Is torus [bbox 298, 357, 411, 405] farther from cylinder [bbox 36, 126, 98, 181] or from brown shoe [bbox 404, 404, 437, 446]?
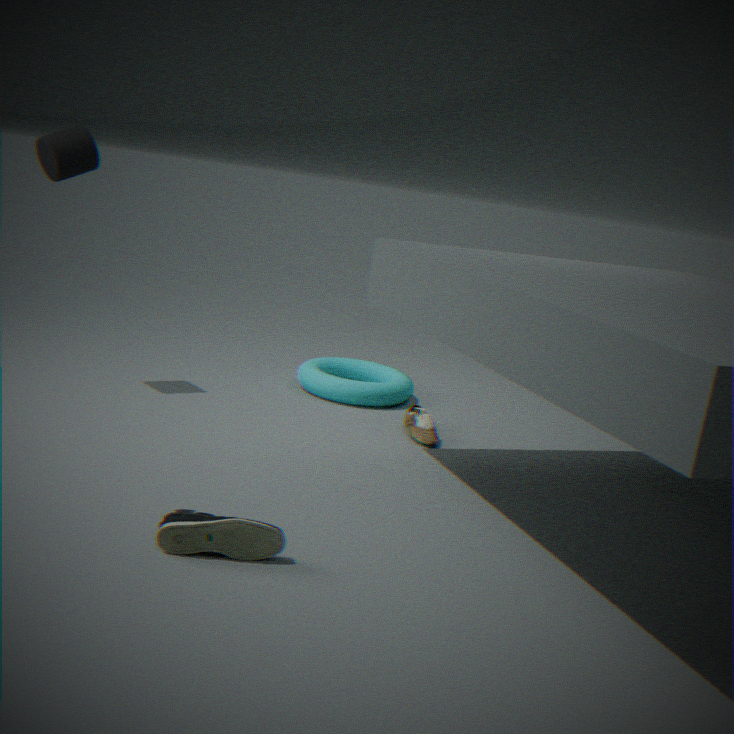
cylinder [bbox 36, 126, 98, 181]
